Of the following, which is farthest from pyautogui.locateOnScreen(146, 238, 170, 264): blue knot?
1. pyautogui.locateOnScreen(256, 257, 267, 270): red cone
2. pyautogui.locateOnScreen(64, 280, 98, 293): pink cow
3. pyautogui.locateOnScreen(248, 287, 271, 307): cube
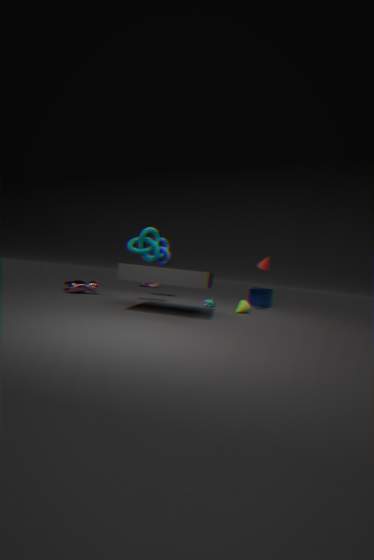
pyautogui.locateOnScreen(248, 287, 271, 307): cube
